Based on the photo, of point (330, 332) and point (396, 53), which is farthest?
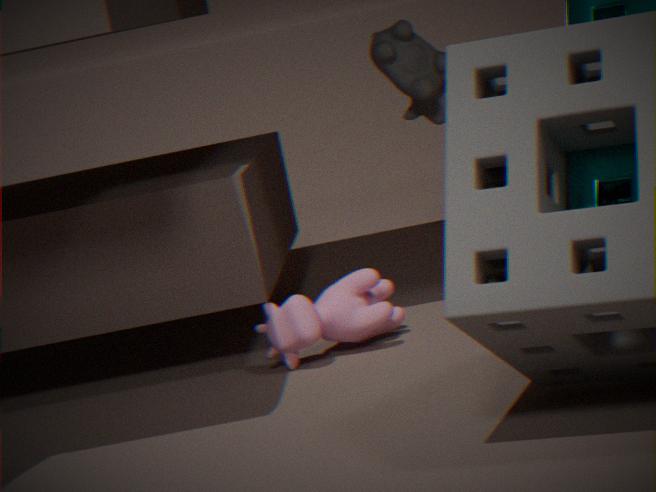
point (396, 53)
